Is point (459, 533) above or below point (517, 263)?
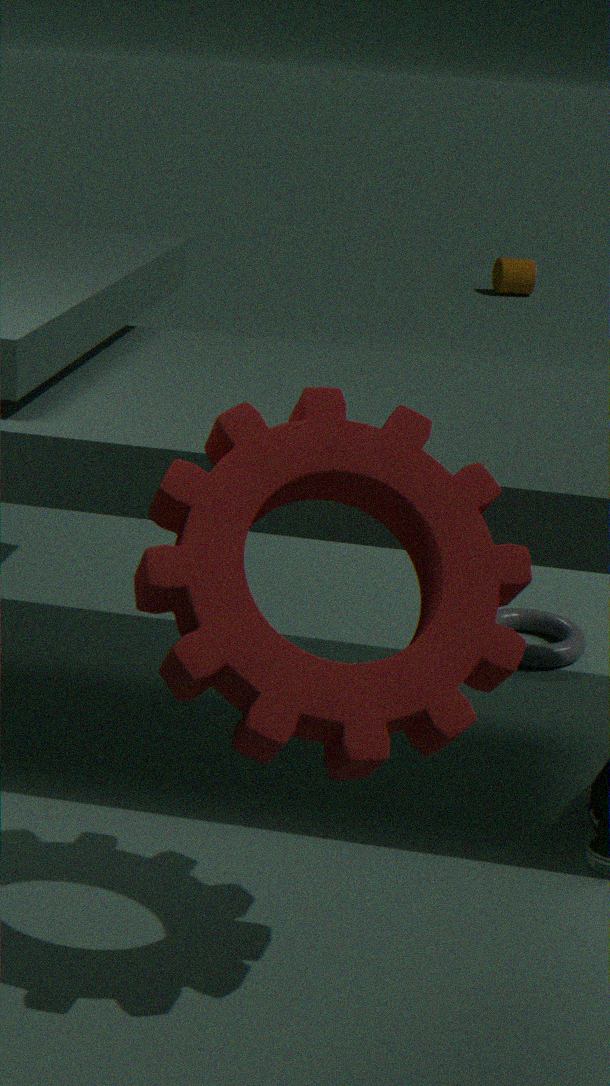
above
